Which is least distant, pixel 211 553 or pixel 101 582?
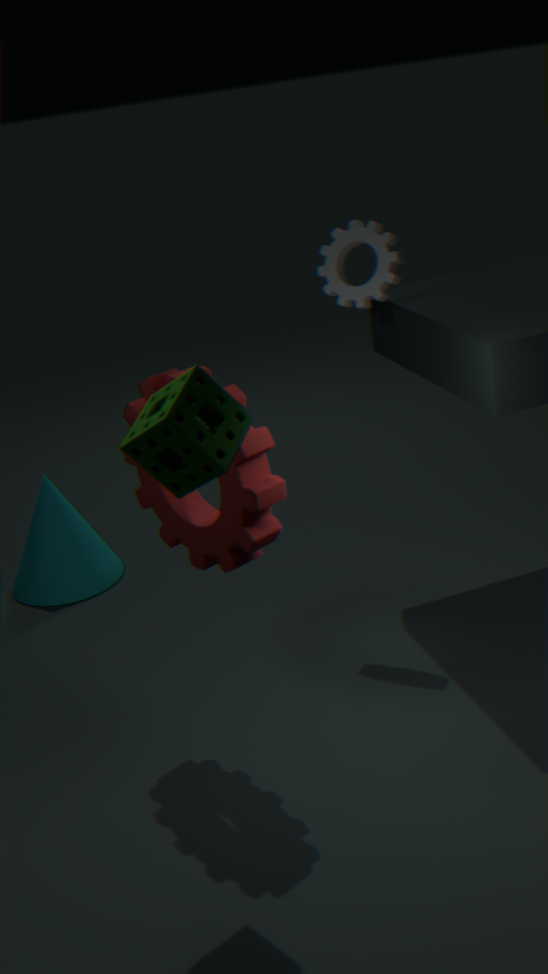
pixel 211 553
